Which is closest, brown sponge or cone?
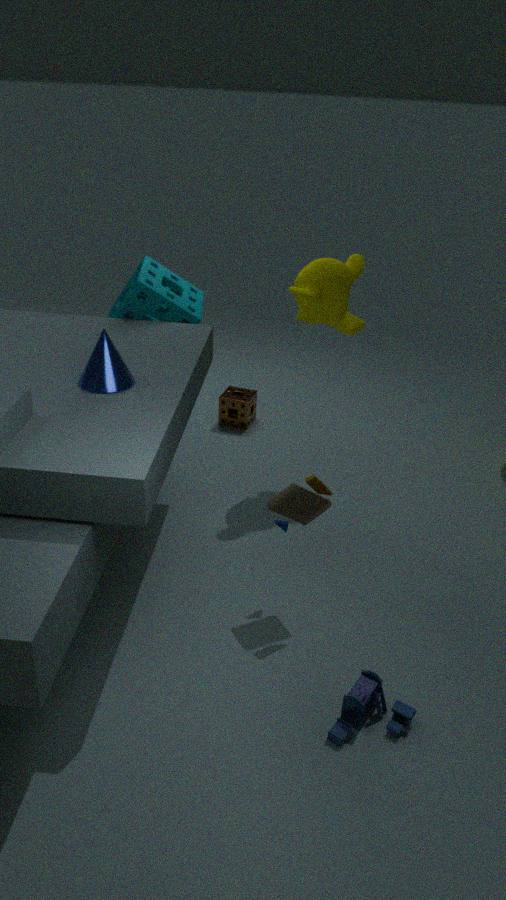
cone
